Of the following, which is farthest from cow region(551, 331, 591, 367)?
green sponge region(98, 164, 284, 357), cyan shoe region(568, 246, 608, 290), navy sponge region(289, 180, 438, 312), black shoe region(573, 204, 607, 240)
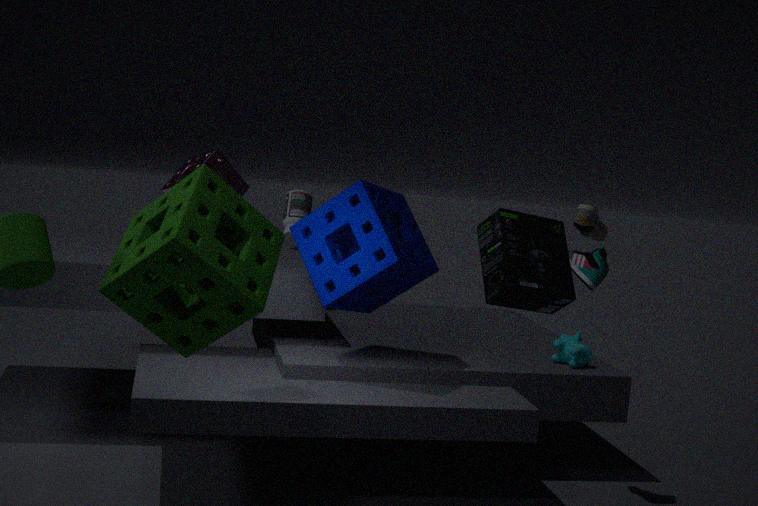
green sponge region(98, 164, 284, 357)
